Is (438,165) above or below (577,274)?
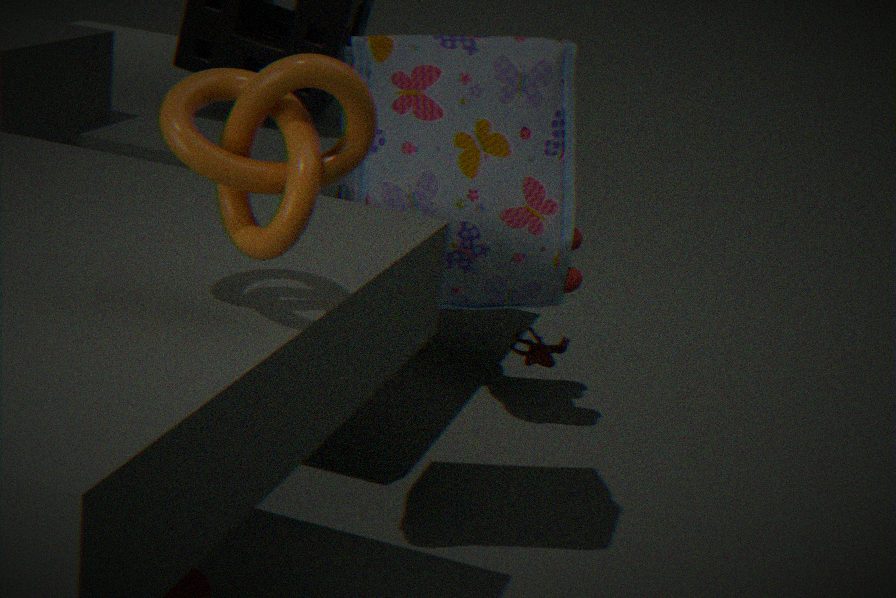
above
